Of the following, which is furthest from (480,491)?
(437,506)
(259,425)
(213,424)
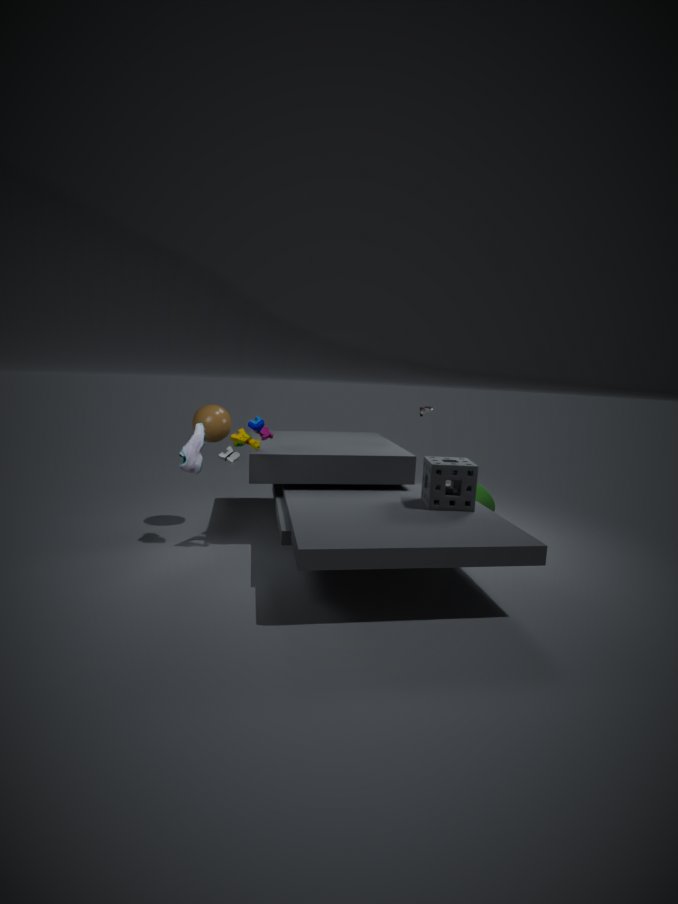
(213,424)
